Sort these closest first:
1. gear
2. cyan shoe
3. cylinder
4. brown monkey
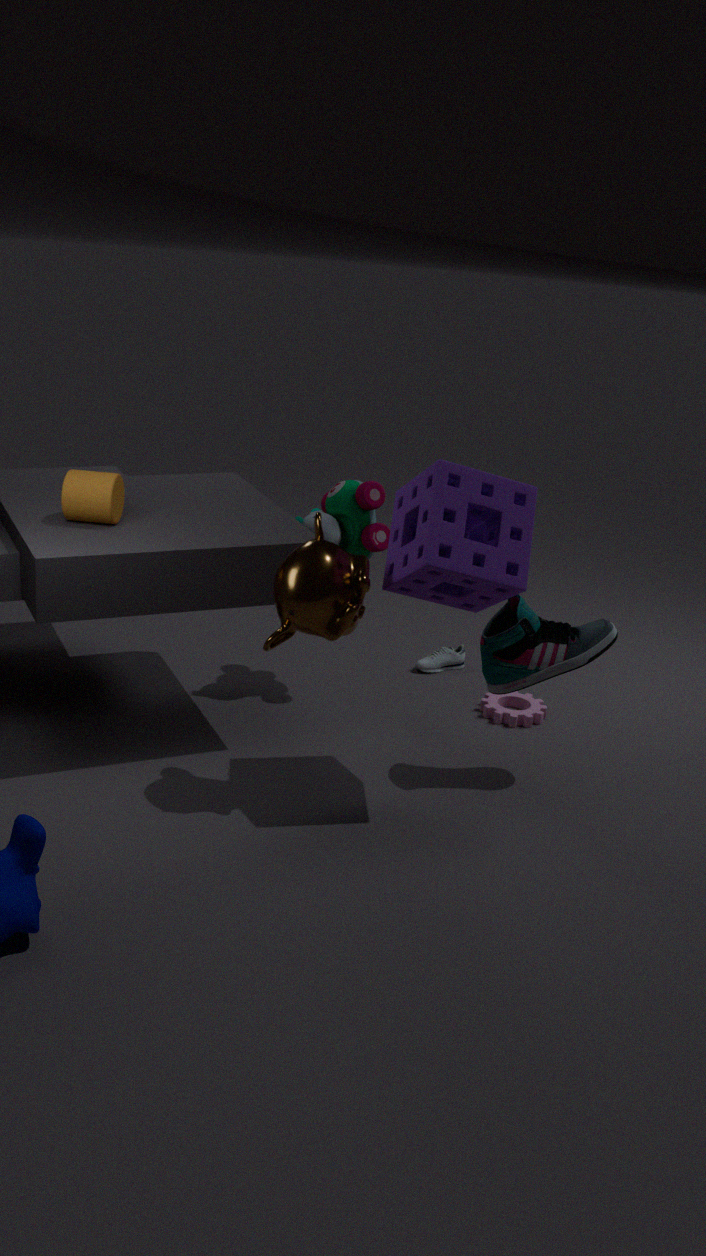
1. brown monkey
2. cylinder
3. cyan shoe
4. gear
